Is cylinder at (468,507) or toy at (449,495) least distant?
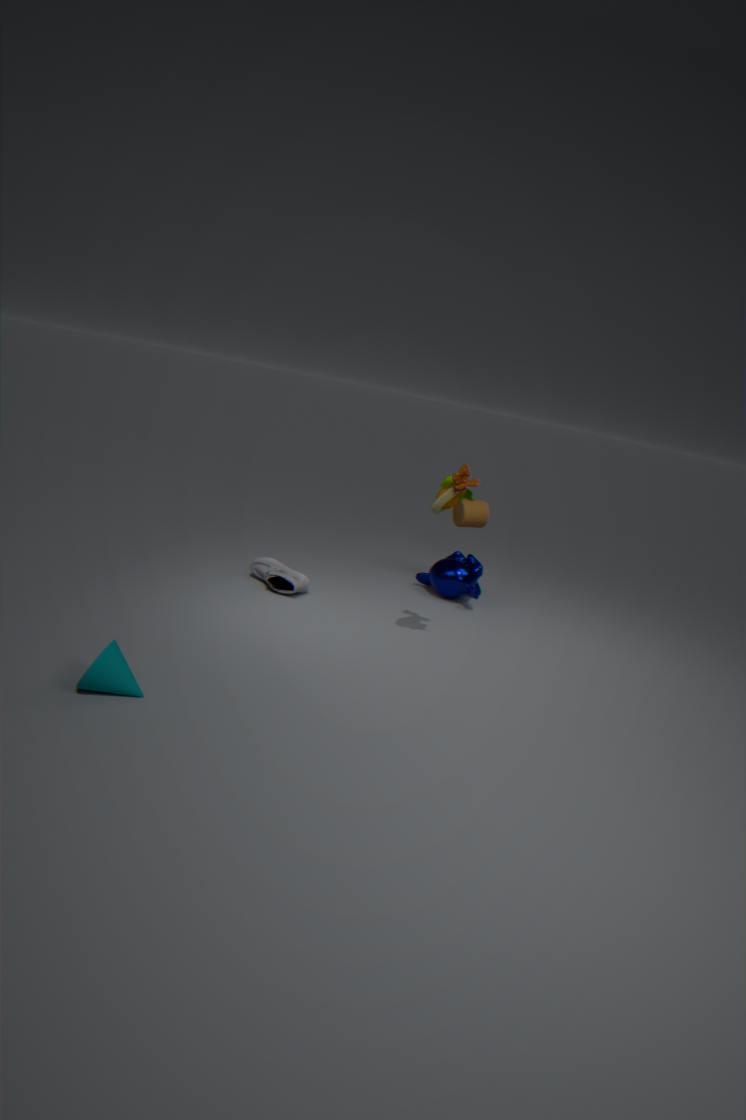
toy at (449,495)
